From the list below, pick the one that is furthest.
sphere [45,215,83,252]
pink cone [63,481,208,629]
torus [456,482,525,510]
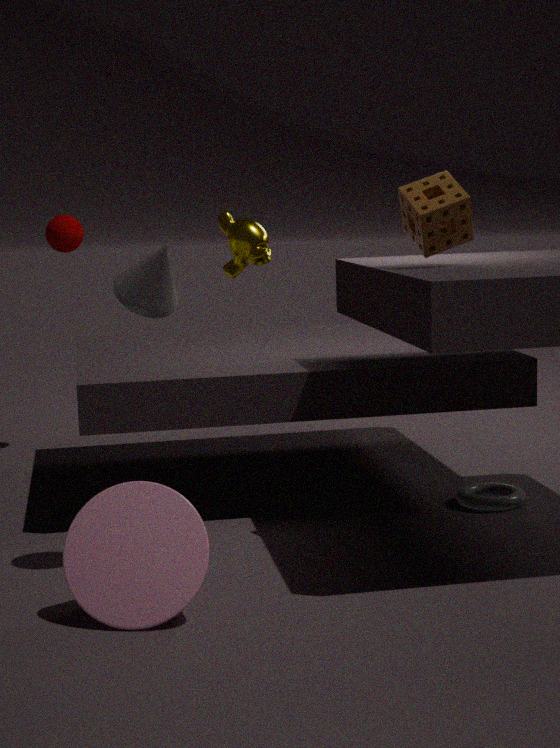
sphere [45,215,83,252]
